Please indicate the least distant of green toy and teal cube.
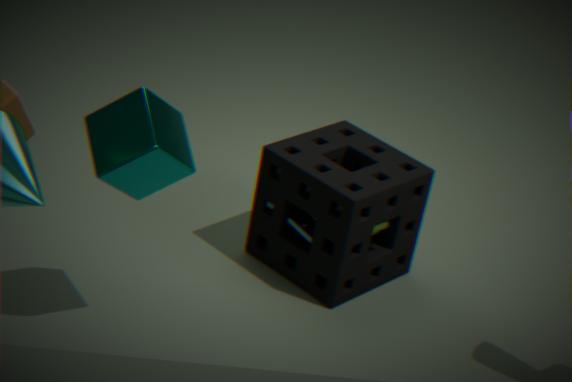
teal cube
